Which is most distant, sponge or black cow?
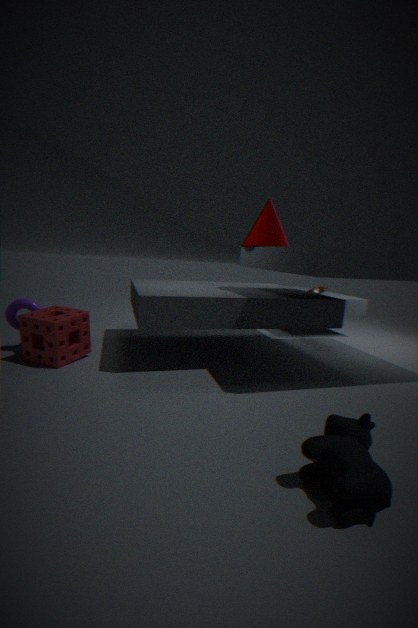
sponge
